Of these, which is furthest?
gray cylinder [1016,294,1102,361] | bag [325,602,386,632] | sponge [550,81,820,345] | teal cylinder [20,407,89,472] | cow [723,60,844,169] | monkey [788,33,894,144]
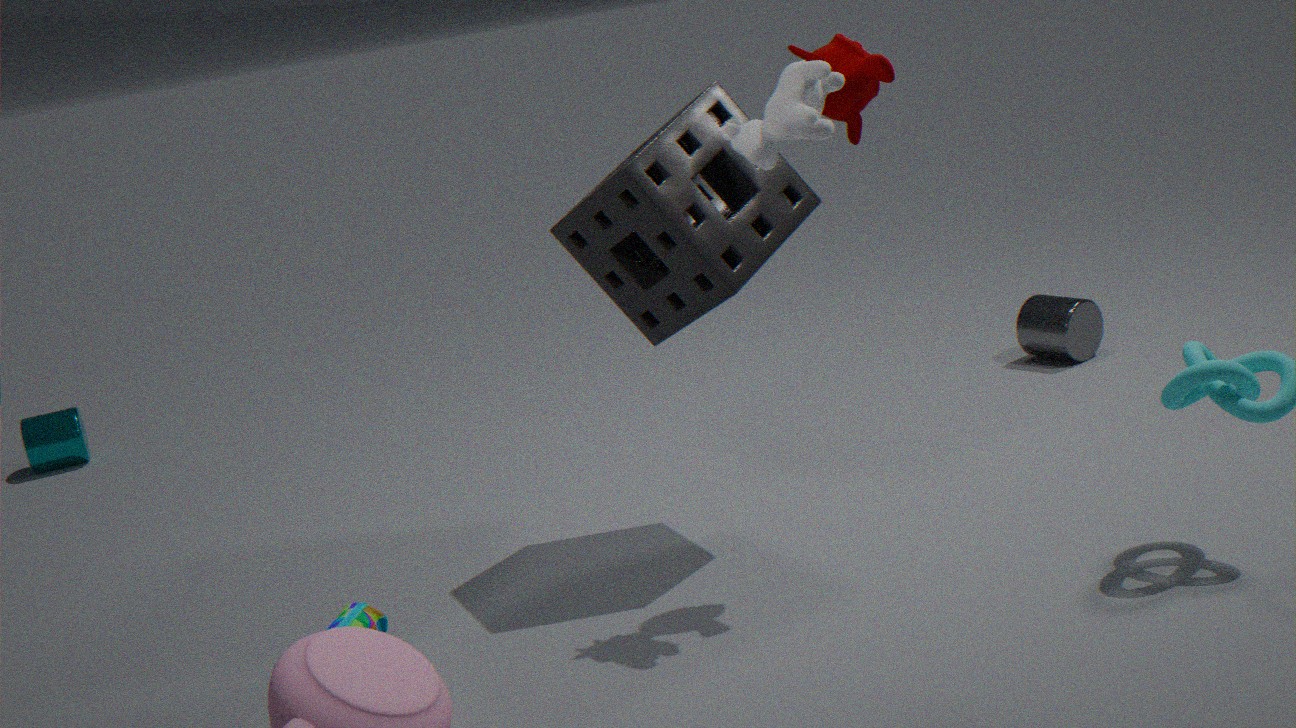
teal cylinder [20,407,89,472]
